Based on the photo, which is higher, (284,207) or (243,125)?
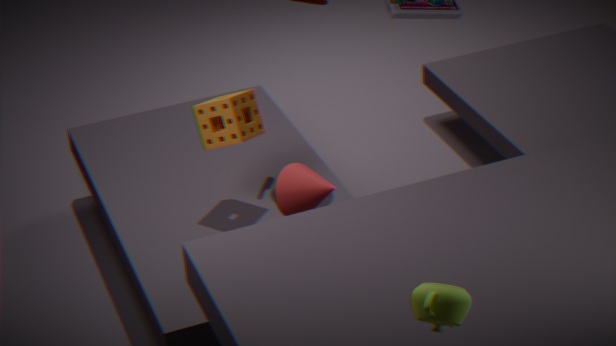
(243,125)
